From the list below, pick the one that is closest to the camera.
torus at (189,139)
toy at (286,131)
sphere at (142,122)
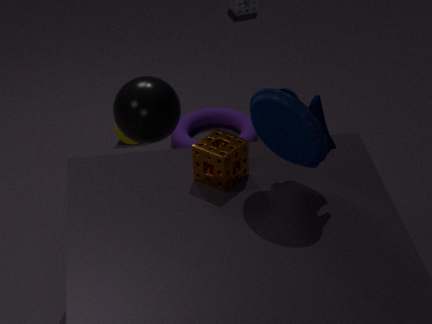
toy at (286,131)
